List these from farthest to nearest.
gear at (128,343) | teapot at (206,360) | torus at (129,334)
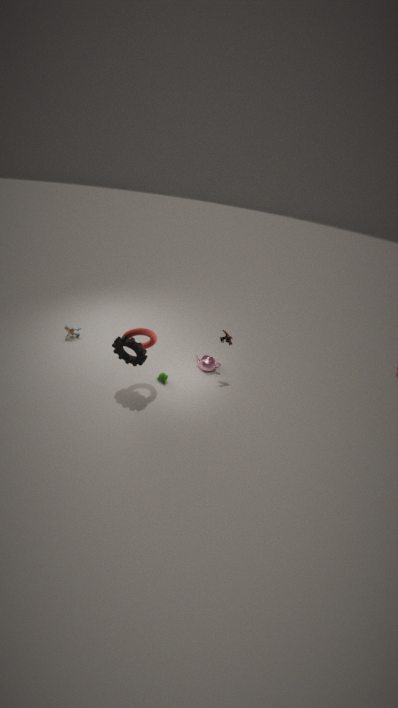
teapot at (206,360) < torus at (129,334) < gear at (128,343)
